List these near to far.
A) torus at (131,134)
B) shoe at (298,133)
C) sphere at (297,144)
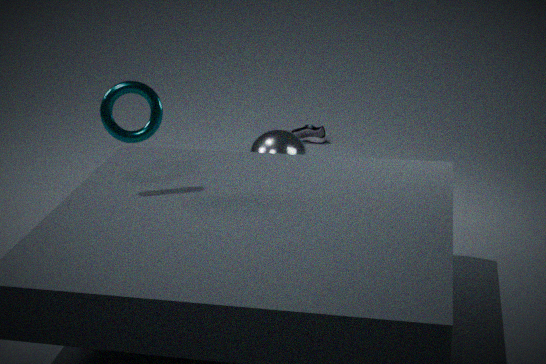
torus at (131,134)
sphere at (297,144)
shoe at (298,133)
